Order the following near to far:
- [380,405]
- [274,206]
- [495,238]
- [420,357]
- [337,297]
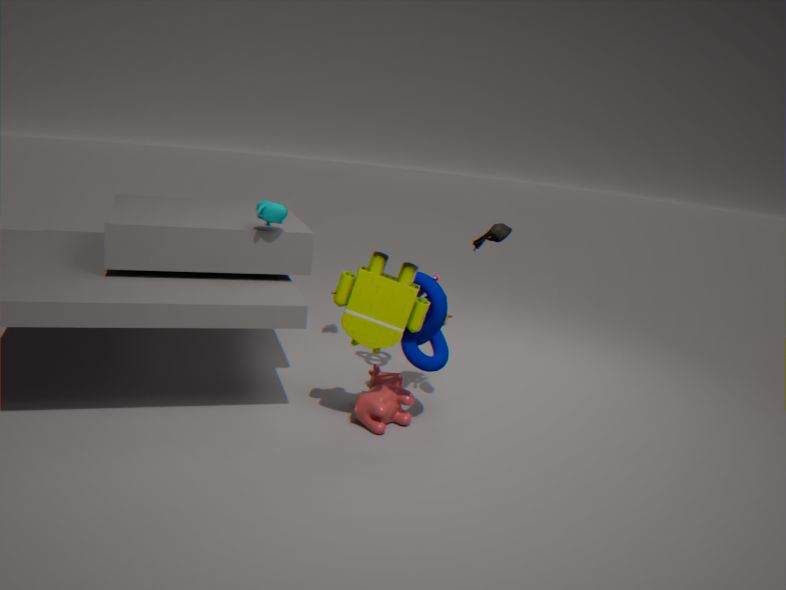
[495,238]
[337,297]
[420,357]
[274,206]
[380,405]
